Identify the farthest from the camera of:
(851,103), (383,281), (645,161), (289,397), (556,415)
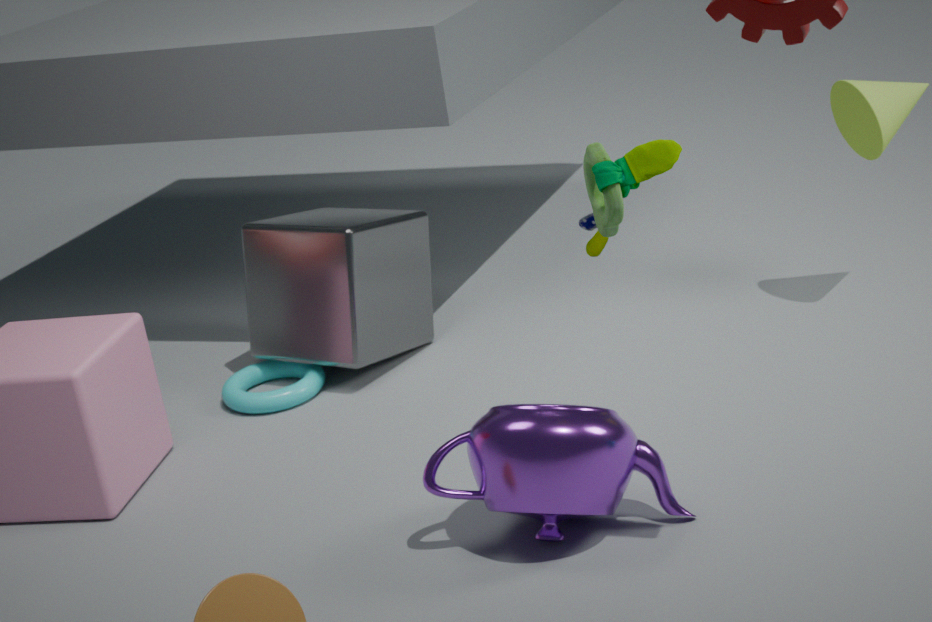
(383,281)
